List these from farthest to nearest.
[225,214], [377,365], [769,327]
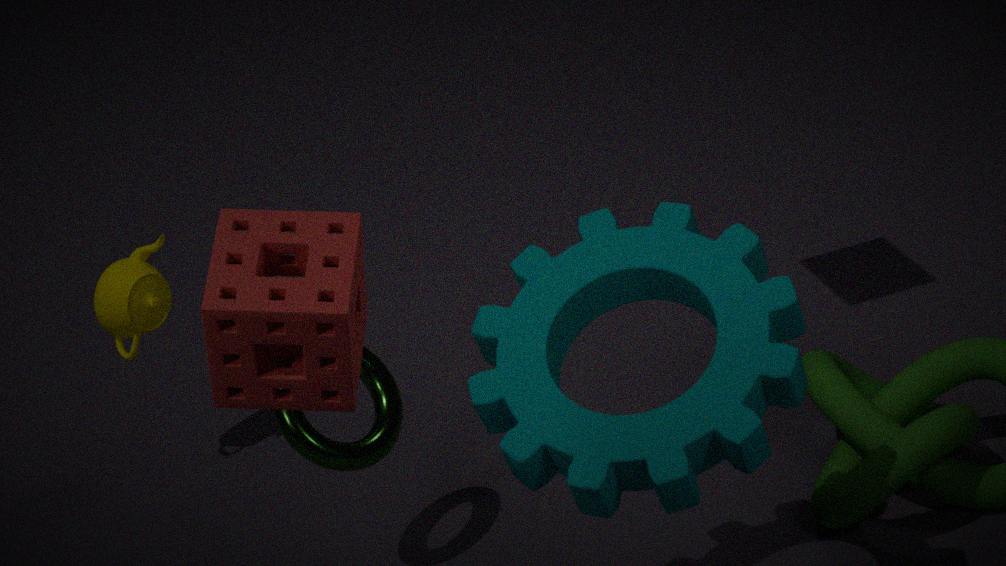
[377,365] < [769,327] < [225,214]
